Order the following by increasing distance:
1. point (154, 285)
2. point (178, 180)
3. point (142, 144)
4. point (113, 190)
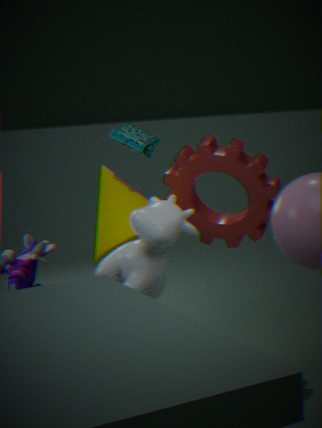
point (154, 285) → point (178, 180) → point (113, 190) → point (142, 144)
